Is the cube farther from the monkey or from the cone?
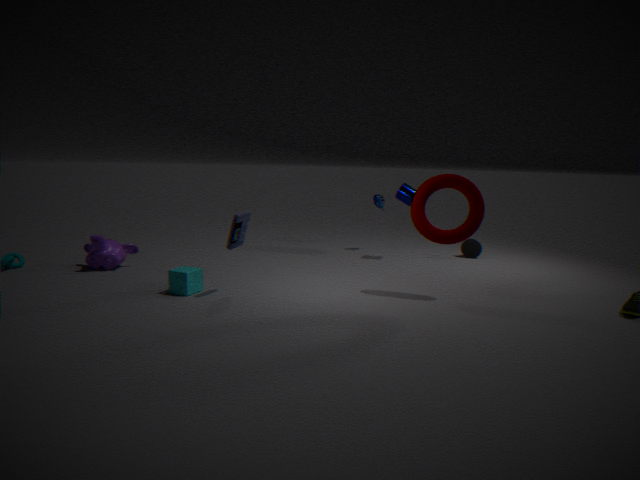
the cone
